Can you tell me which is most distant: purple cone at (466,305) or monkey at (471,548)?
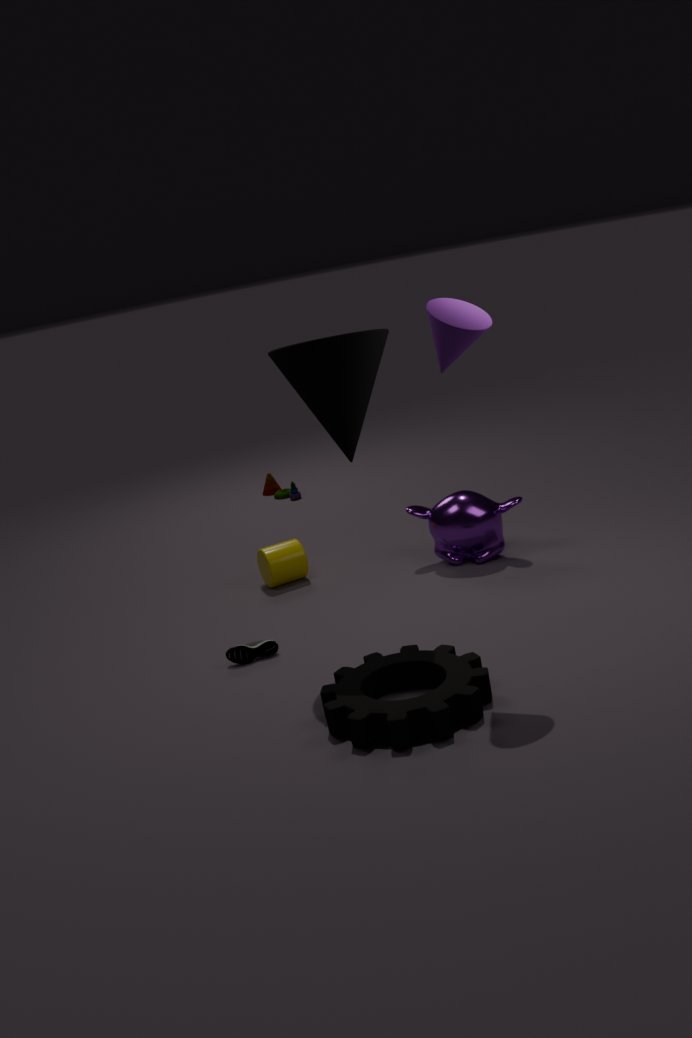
monkey at (471,548)
